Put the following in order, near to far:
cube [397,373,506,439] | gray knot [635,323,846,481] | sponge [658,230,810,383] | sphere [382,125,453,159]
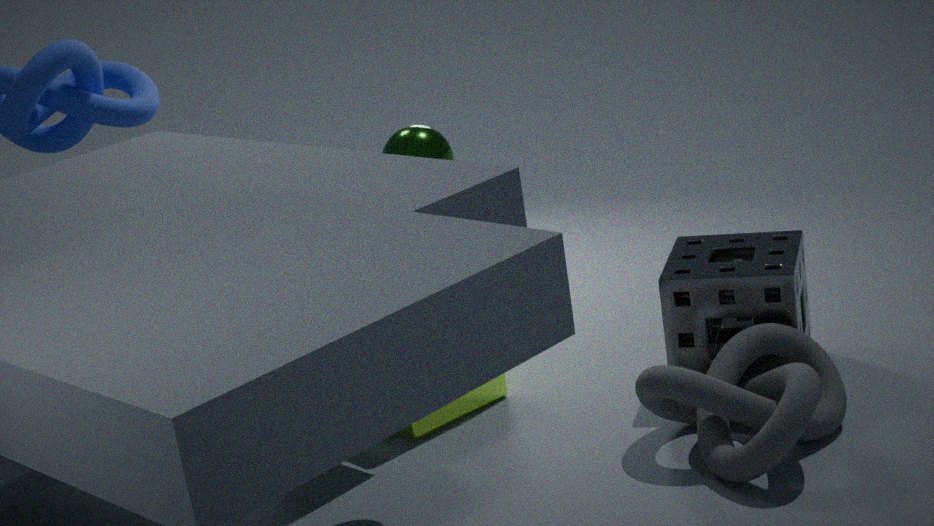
gray knot [635,323,846,481] < sphere [382,125,453,159] < sponge [658,230,810,383] < cube [397,373,506,439]
